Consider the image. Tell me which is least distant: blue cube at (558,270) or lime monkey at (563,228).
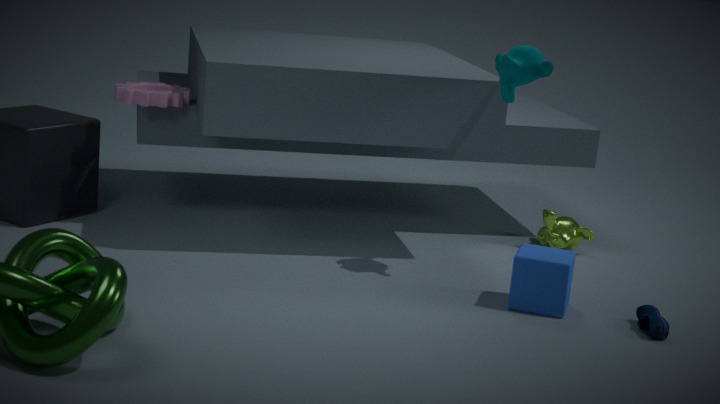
blue cube at (558,270)
